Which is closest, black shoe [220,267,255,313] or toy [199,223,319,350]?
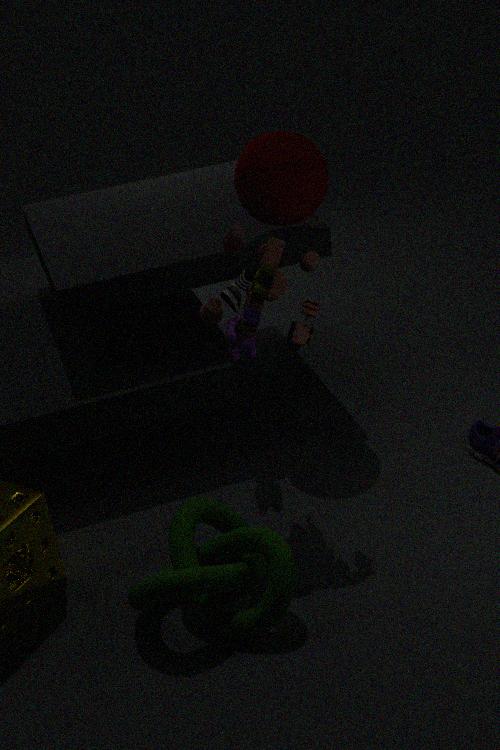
toy [199,223,319,350]
